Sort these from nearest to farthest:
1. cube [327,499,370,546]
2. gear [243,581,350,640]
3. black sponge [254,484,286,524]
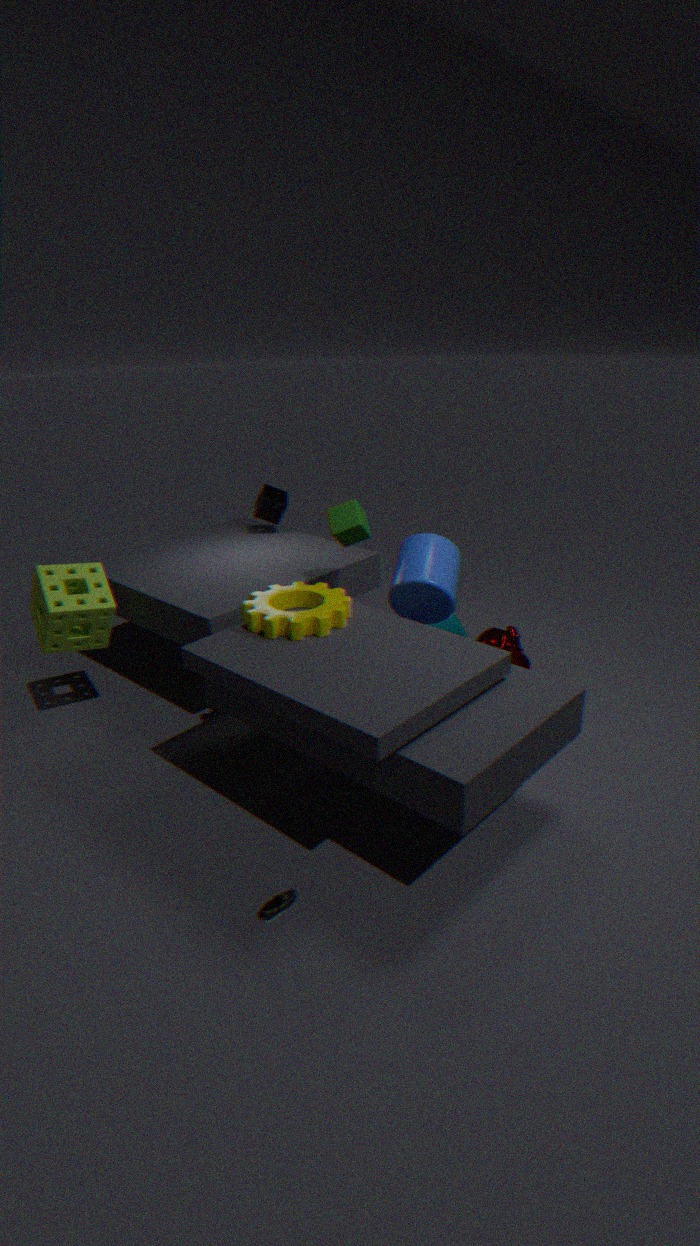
gear [243,581,350,640], cube [327,499,370,546], black sponge [254,484,286,524]
